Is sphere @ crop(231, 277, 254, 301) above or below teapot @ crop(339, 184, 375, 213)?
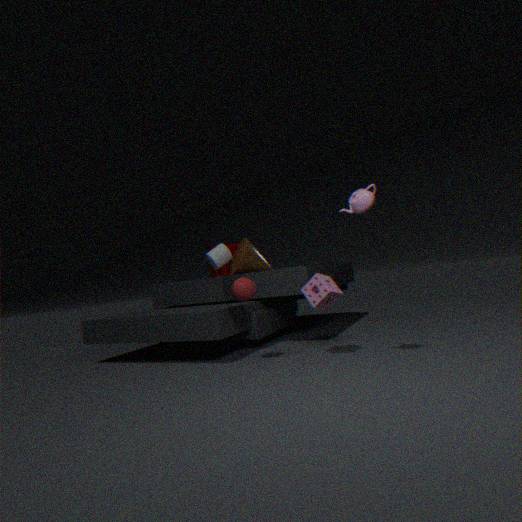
below
